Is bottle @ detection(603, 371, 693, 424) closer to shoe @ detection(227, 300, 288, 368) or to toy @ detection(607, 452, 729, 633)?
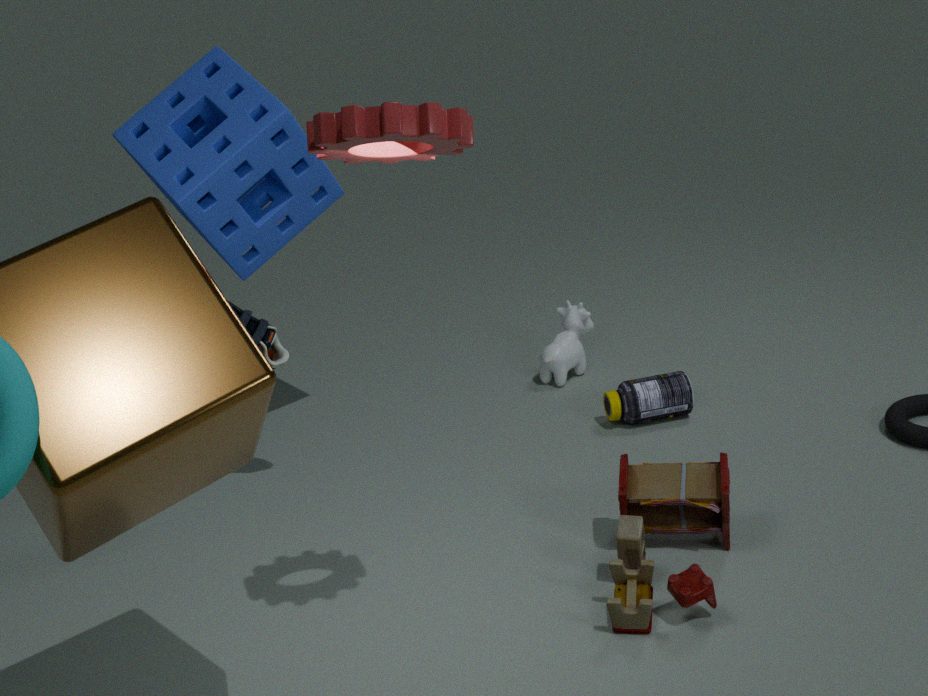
toy @ detection(607, 452, 729, 633)
